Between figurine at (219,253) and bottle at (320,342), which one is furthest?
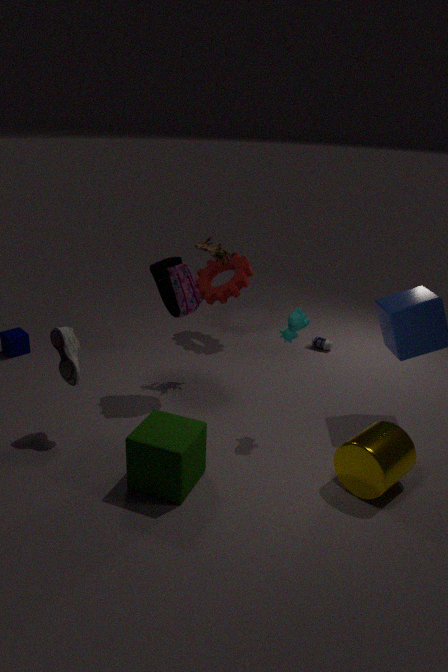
bottle at (320,342)
